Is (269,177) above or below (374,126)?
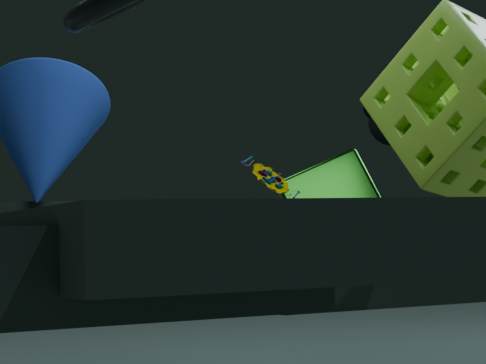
below
